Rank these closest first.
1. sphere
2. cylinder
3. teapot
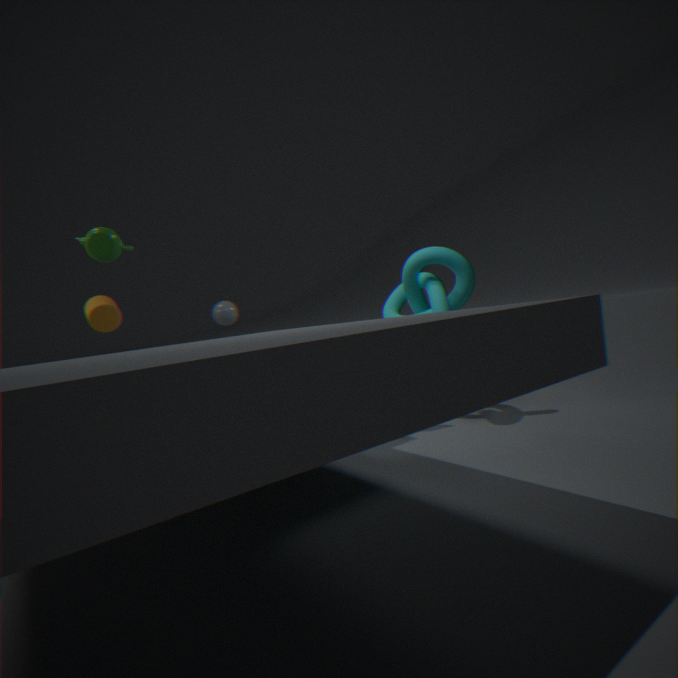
1. teapot
2. cylinder
3. sphere
